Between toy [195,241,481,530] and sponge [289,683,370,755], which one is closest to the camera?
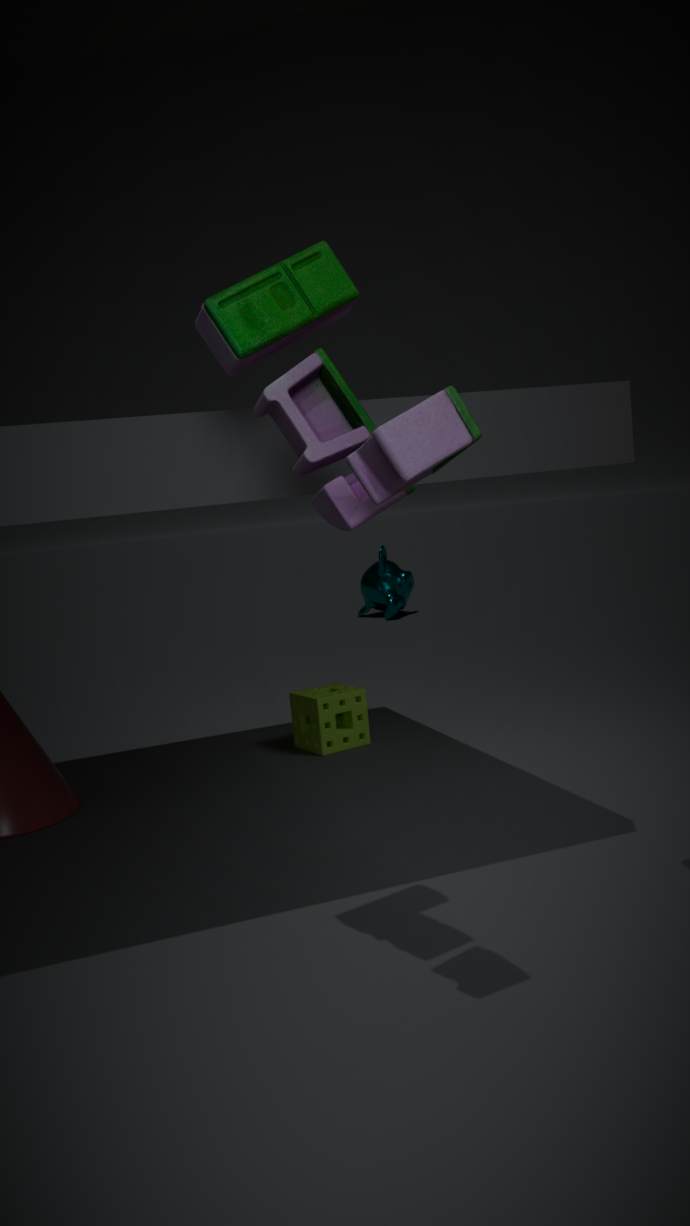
toy [195,241,481,530]
